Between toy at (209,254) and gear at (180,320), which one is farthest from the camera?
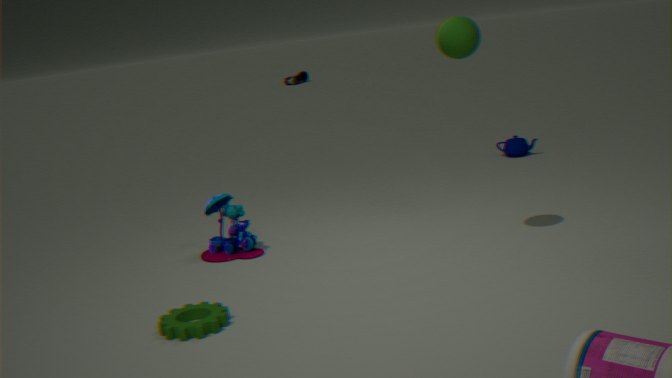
toy at (209,254)
